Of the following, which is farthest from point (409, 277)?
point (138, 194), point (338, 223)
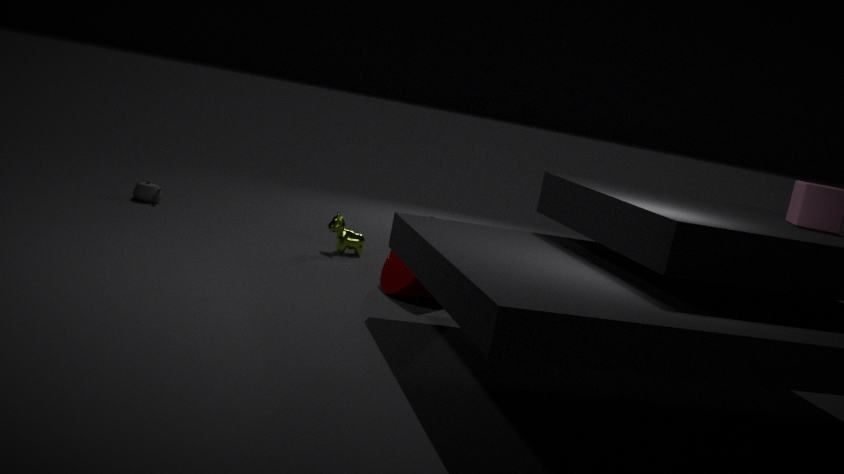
point (138, 194)
